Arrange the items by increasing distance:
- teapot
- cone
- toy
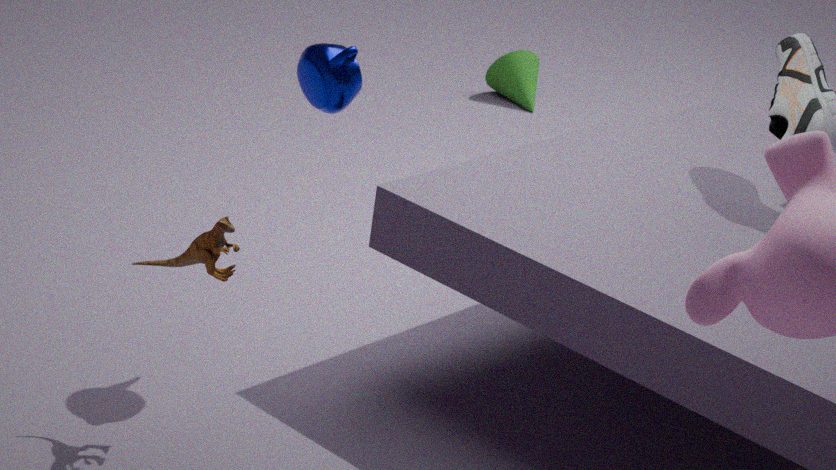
toy < teapot < cone
